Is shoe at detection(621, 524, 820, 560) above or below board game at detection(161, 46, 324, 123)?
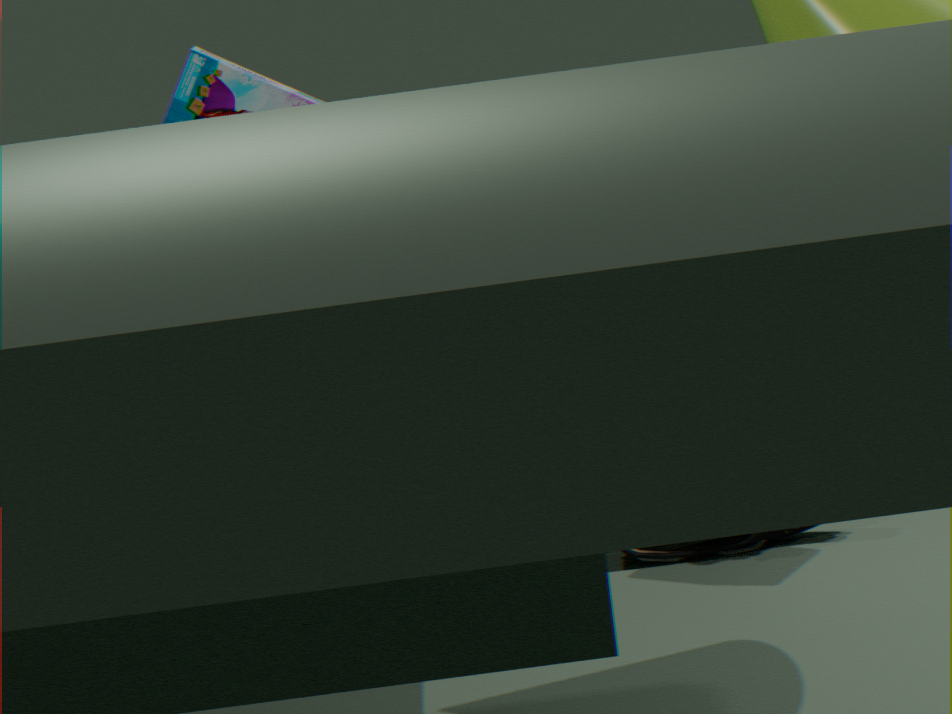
below
